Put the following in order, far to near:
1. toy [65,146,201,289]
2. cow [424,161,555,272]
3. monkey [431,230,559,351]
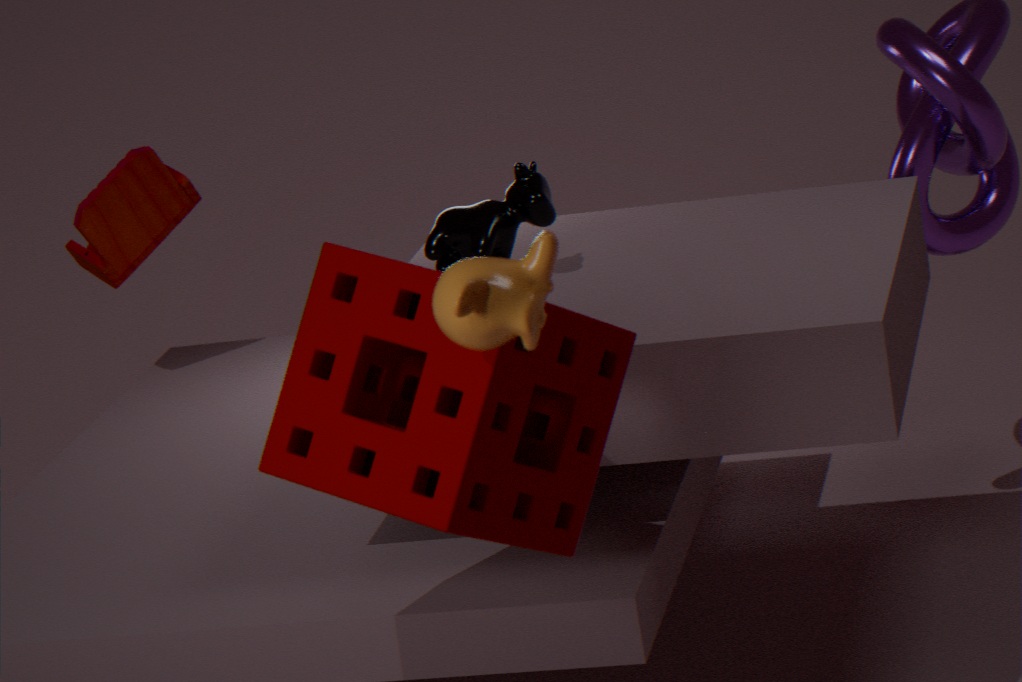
toy [65,146,201,289] → cow [424,161,555,272] → monkey [431,230,559,351]
